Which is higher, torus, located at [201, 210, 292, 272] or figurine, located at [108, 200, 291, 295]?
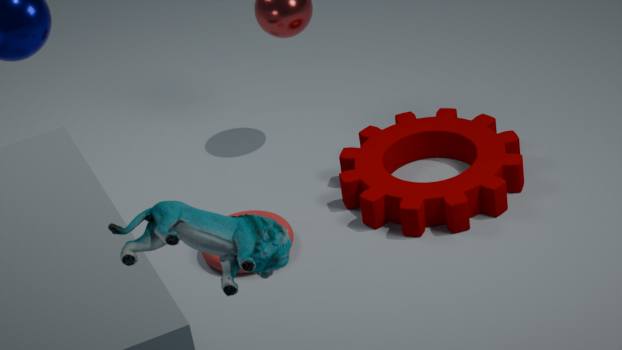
figurine, located at [108, 200, 291, 295]
